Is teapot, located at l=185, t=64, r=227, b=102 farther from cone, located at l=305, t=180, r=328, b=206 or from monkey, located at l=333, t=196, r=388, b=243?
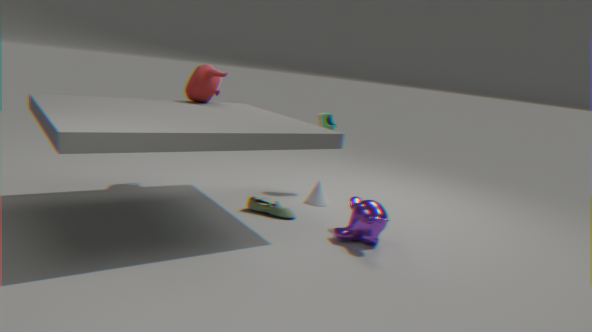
monkey, located at l=333, t=196, r=388, b=243
